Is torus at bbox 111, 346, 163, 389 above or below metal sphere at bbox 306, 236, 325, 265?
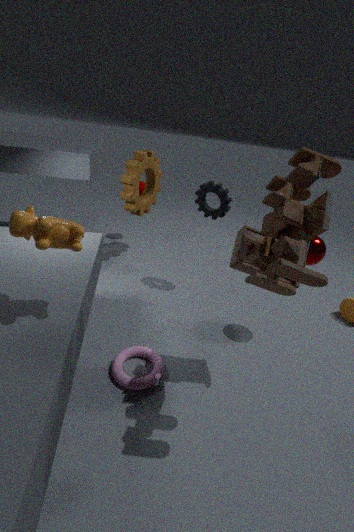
below
